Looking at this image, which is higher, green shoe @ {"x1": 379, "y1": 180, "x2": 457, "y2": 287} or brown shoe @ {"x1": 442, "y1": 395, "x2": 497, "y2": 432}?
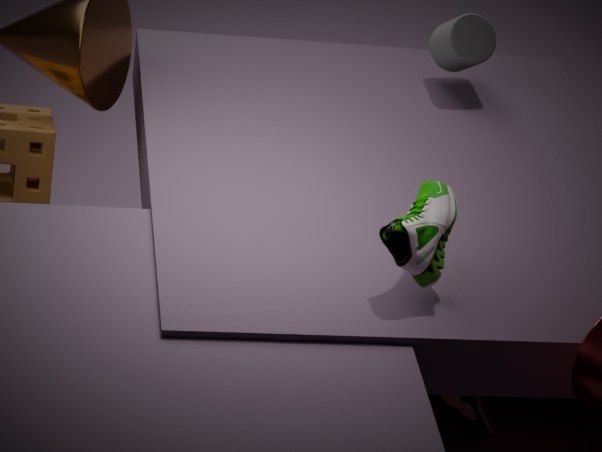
green shoe @ {"x1": 379, "y1": 180, "x2": 457, "y2": 287}
